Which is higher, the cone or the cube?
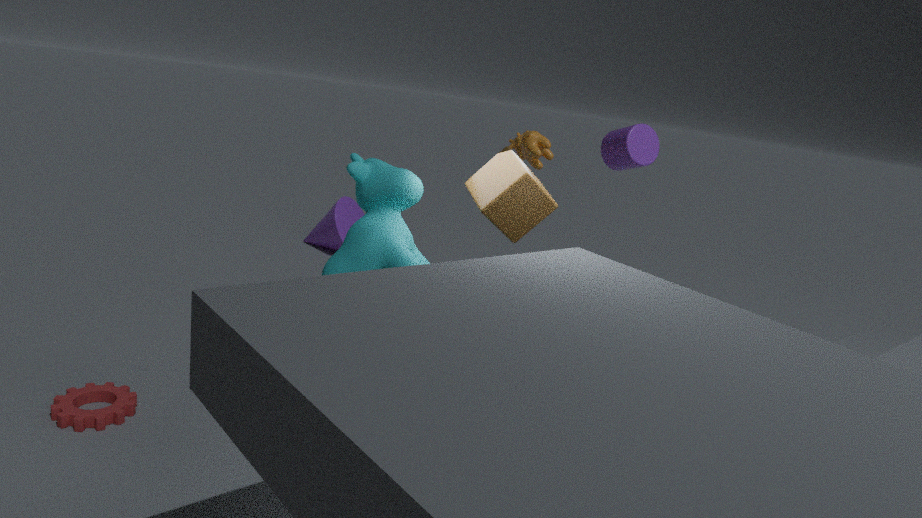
the cube
